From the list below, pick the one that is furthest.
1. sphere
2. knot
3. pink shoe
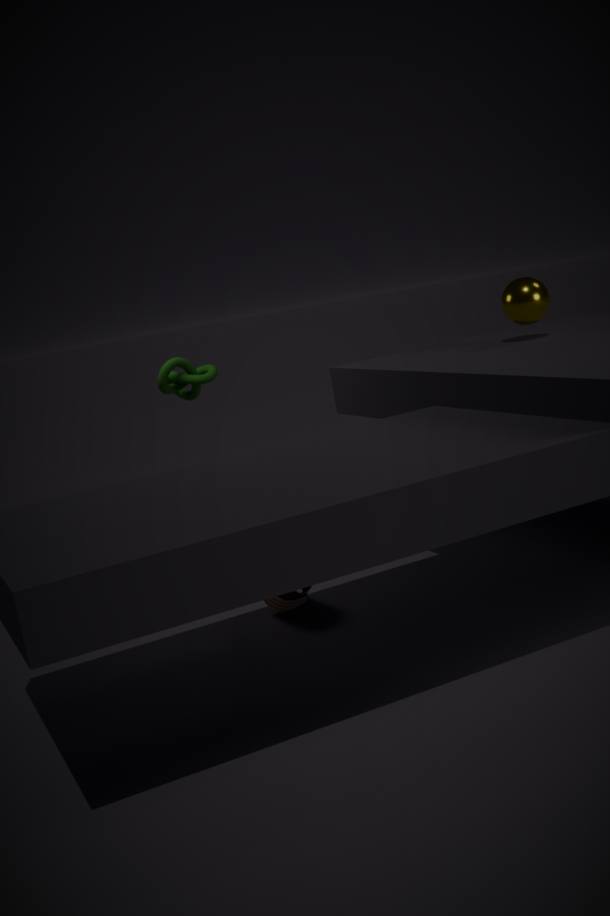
knot
